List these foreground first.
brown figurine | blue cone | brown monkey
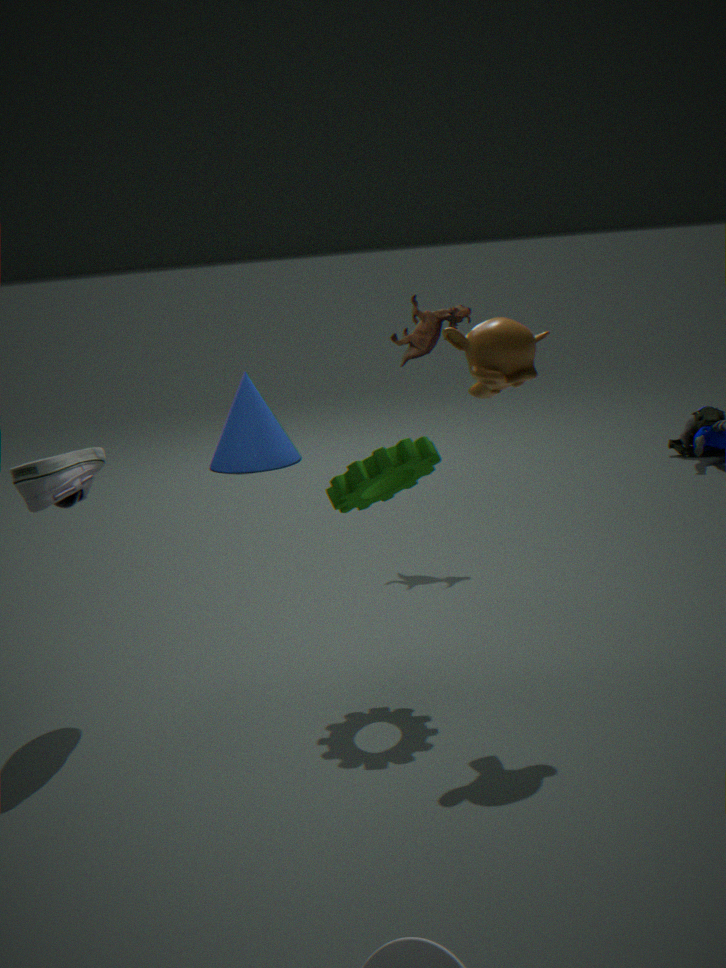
1. brown monkey
2. brown figurine
3. blue cone
